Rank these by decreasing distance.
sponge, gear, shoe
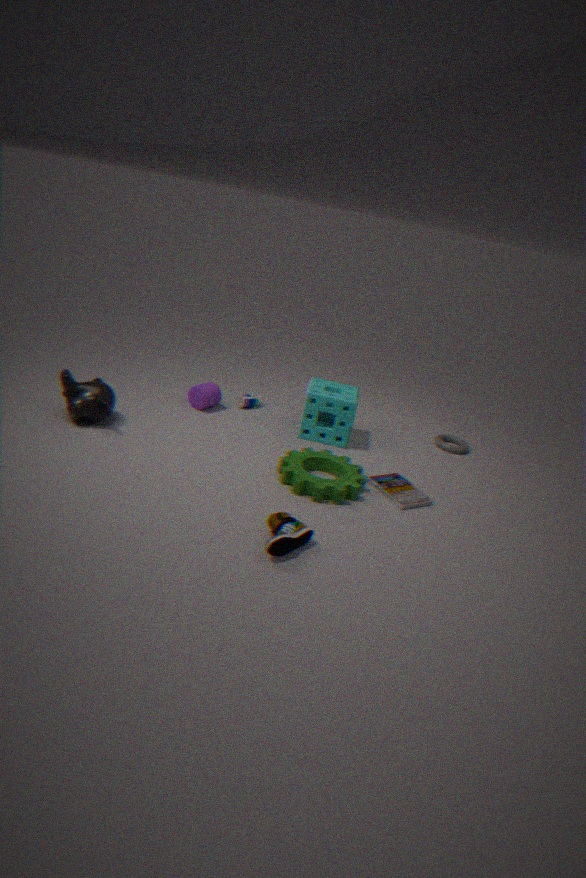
sponge
gear
shoe
